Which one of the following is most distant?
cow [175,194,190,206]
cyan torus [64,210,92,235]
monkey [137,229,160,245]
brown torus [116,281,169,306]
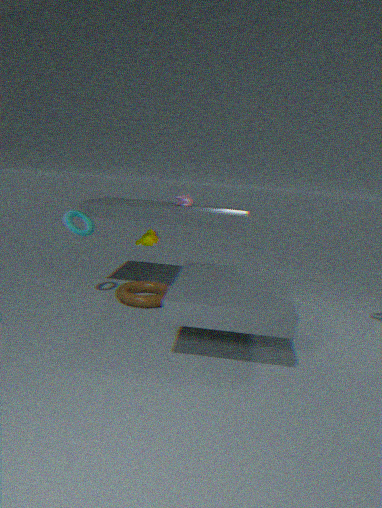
cow [175,194,190,206]
